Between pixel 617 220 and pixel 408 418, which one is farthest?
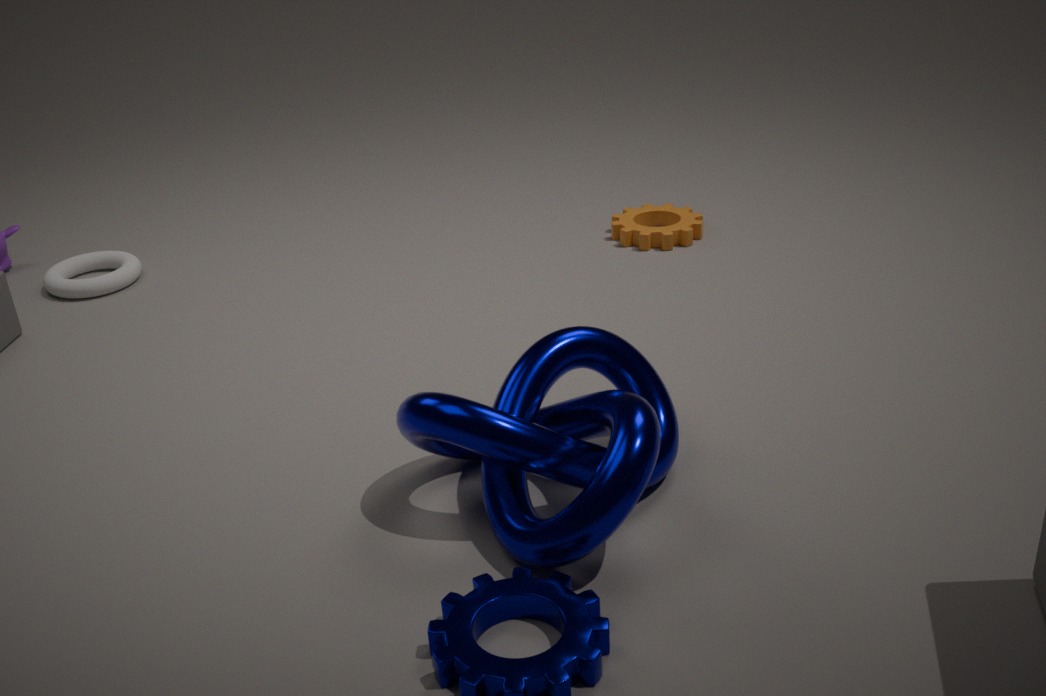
pixel 617 220
